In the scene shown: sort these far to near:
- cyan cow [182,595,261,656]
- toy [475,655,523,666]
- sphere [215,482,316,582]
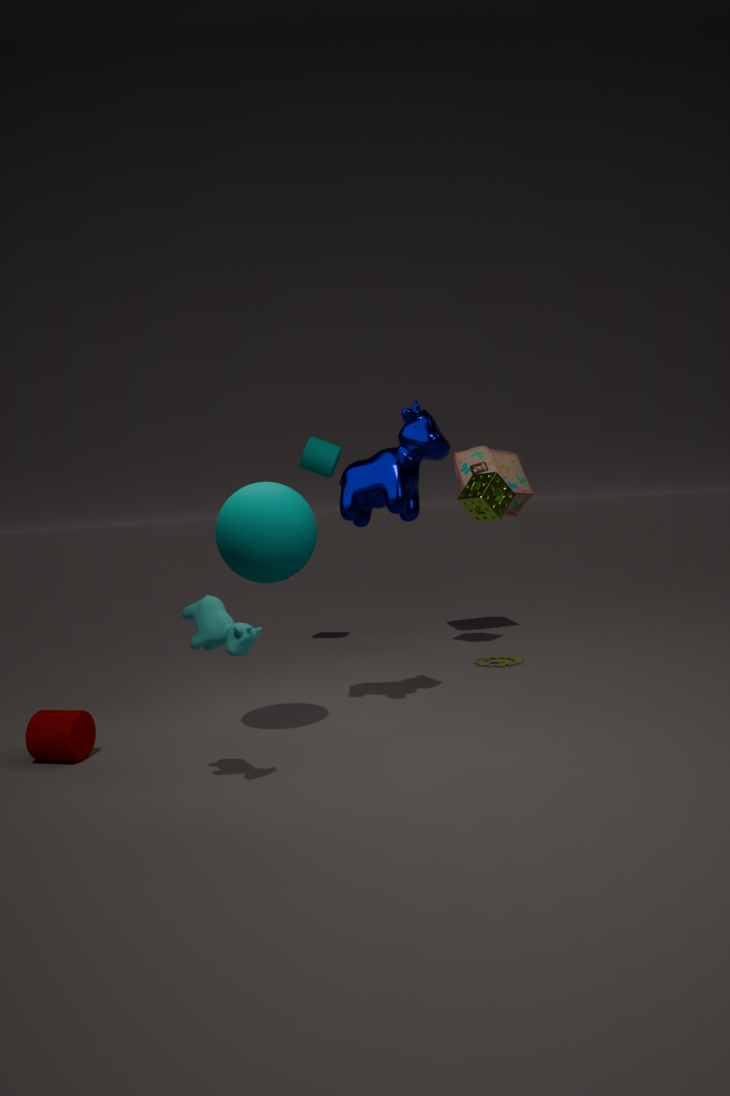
toy [475,655,523,666] < sphere [215,482,316,582] < cyan cow [182,595,261,656]
